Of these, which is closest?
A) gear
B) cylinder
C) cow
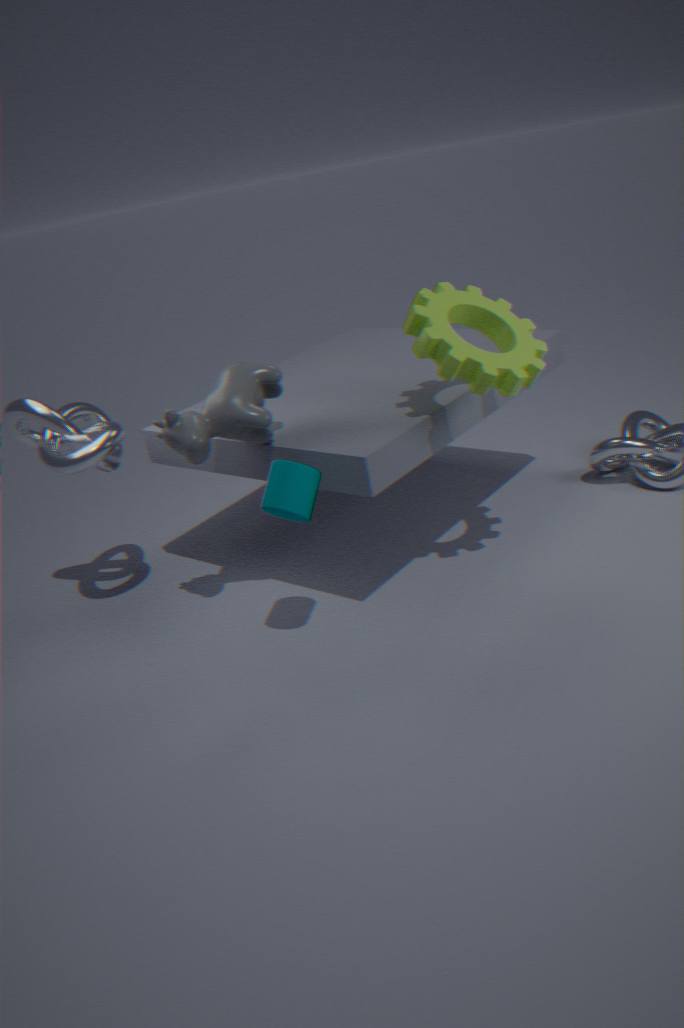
cylinder
